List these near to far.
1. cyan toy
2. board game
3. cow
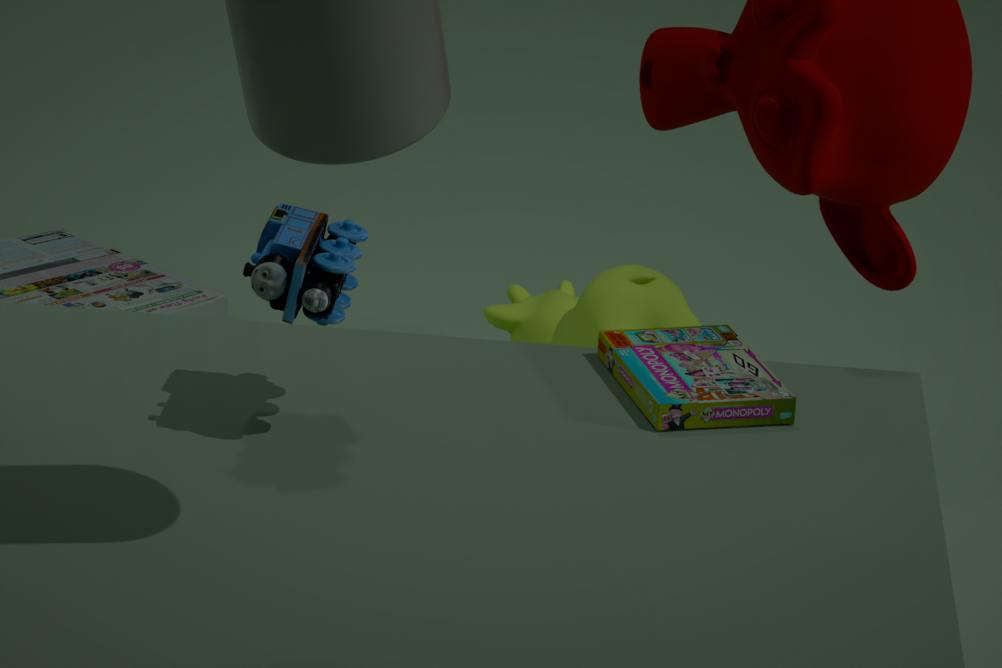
cyan toy
board game
cow
